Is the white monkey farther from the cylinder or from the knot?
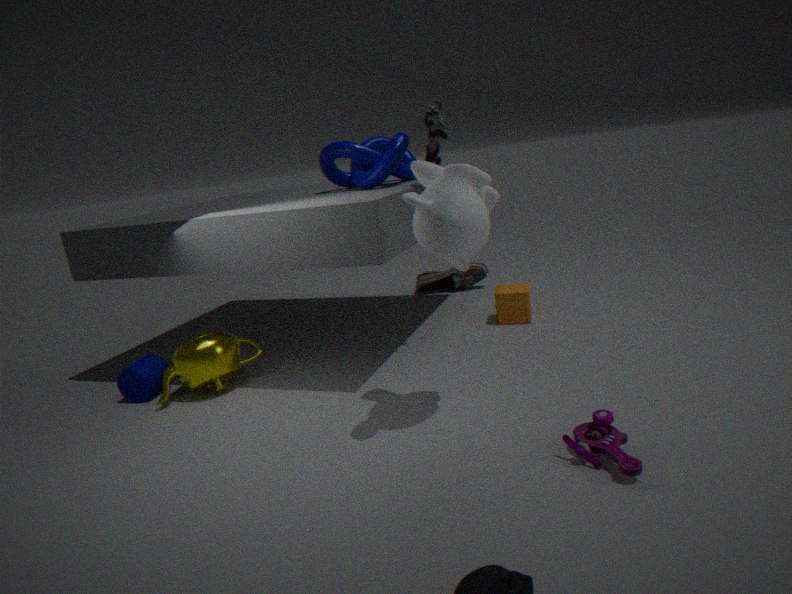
the cylinder
